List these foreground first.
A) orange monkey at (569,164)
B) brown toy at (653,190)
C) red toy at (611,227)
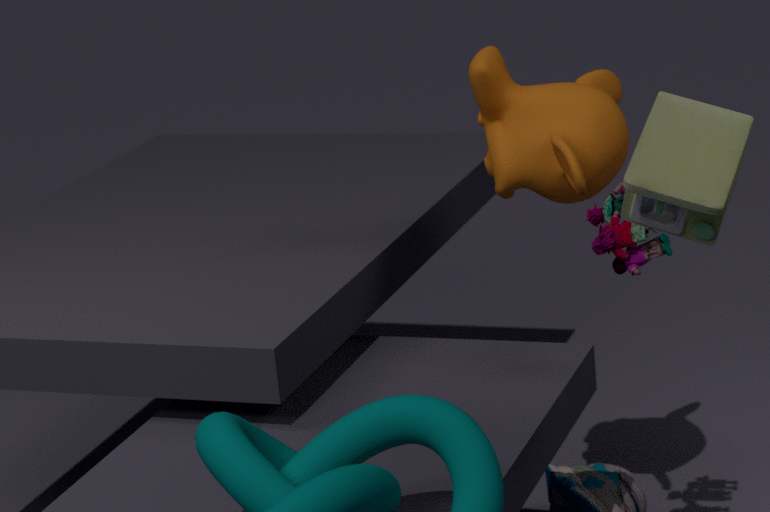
brown toy at (653,190), red toy at (611,227), orange monkey at (569,164)
